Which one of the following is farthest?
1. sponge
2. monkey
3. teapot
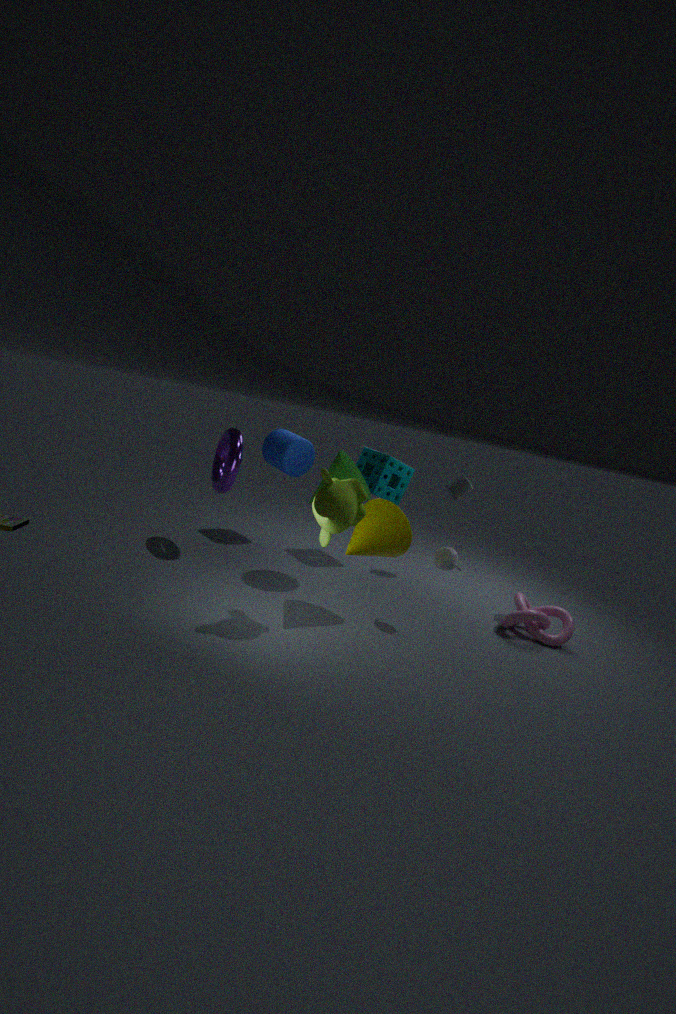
sponge
